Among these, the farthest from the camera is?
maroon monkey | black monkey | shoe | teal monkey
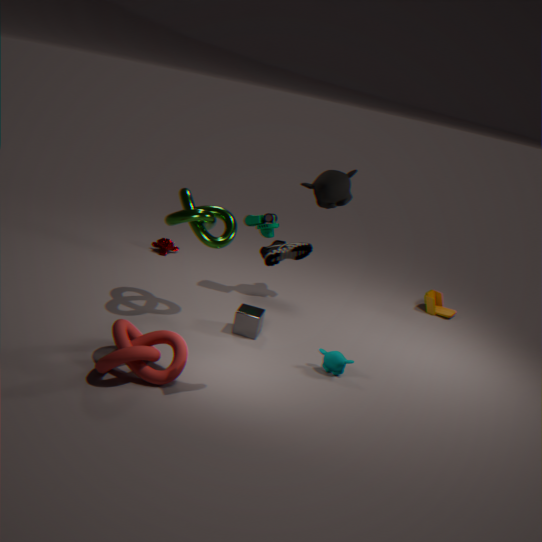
maroon monkey
